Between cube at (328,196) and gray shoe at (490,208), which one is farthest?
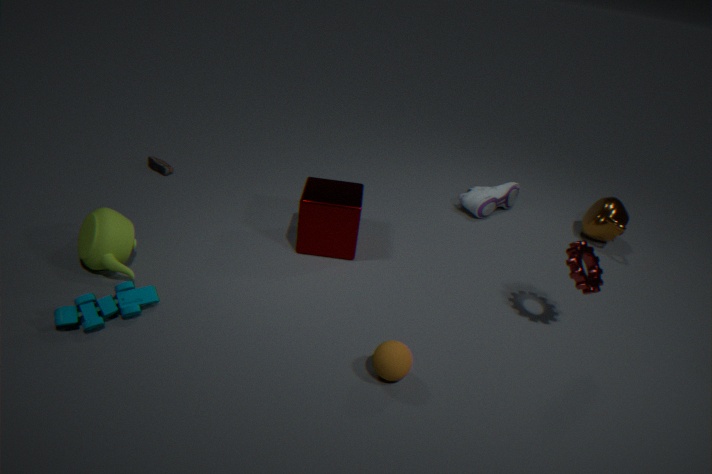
gray shoe at (490,208)
